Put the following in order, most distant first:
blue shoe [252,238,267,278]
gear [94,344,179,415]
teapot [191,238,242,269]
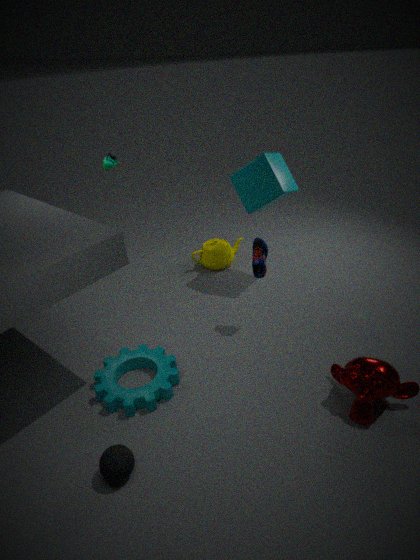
teapot [191,238,242,269] → blue shoe [252,238,267,278] → gear [94,344,179,415]
